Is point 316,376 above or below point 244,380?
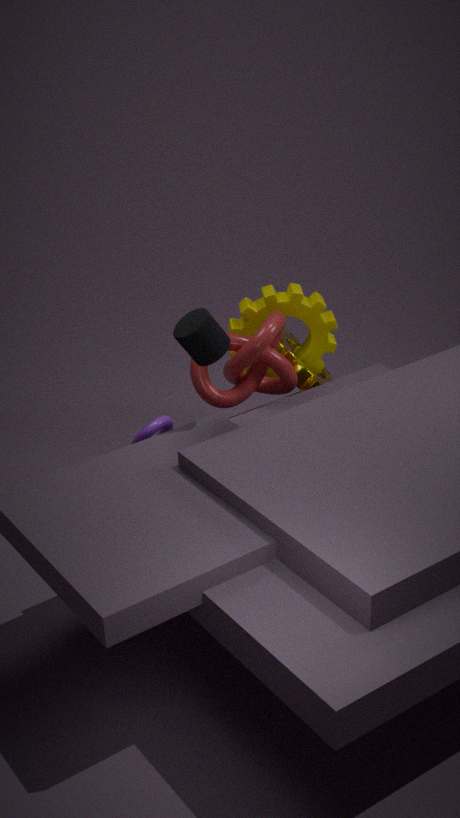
below
